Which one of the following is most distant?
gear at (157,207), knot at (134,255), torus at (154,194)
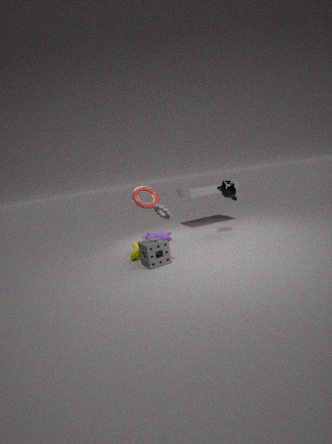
torus at (154,194)
